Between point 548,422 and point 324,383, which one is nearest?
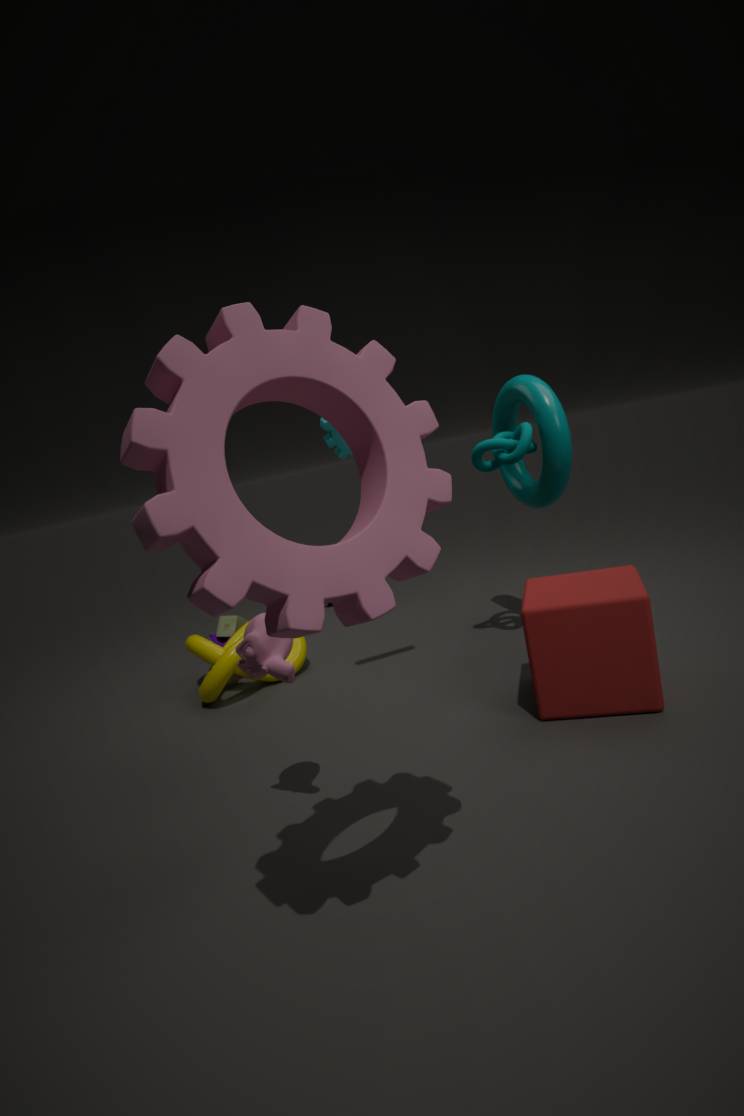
point 324,383
